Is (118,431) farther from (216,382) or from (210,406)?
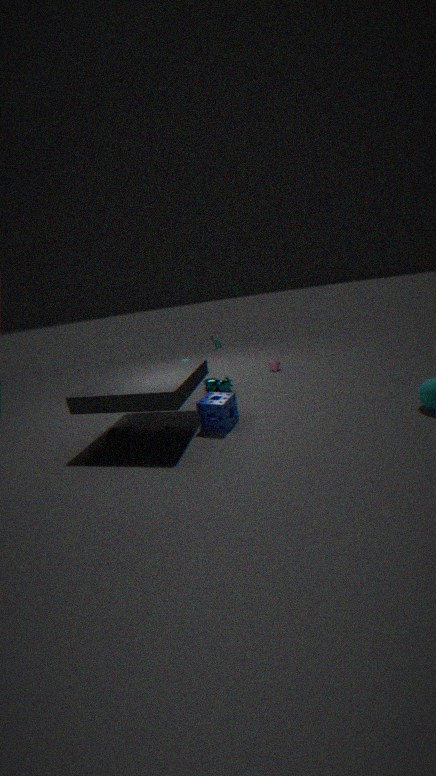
(216,382)
